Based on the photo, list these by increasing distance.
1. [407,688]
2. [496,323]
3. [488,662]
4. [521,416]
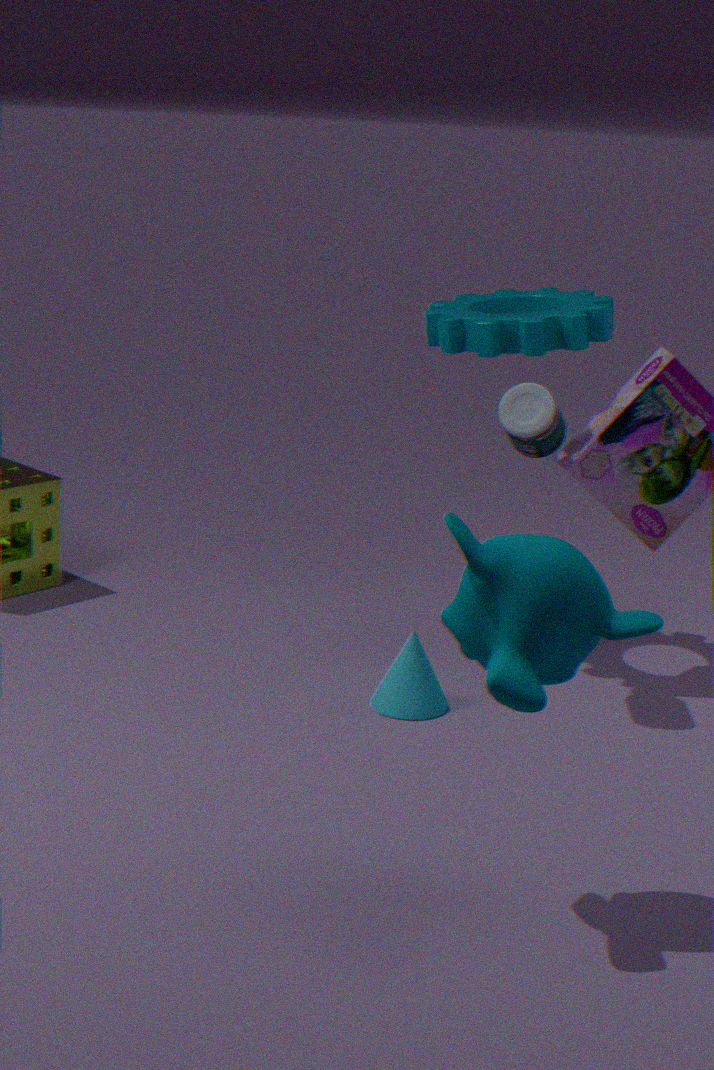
[488,662] < [521,416] < [407,688] < [496,323]
